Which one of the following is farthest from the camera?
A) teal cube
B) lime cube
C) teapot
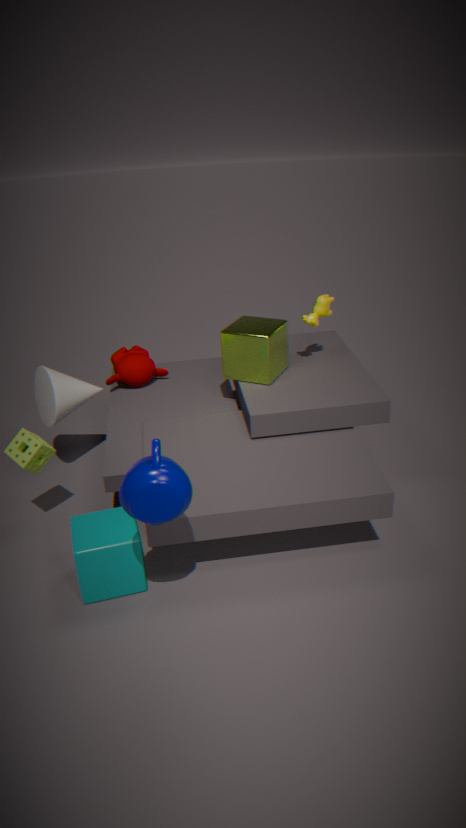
lime cube
